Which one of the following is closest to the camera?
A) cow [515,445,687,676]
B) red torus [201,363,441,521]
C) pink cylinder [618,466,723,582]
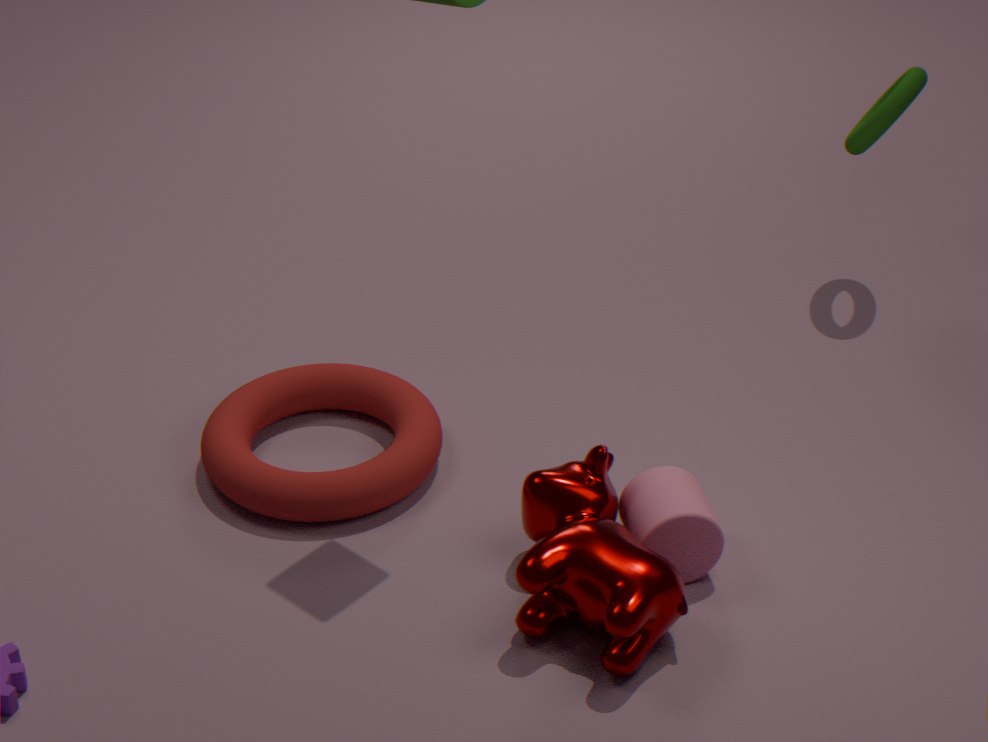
cow [515,445,687,676]
